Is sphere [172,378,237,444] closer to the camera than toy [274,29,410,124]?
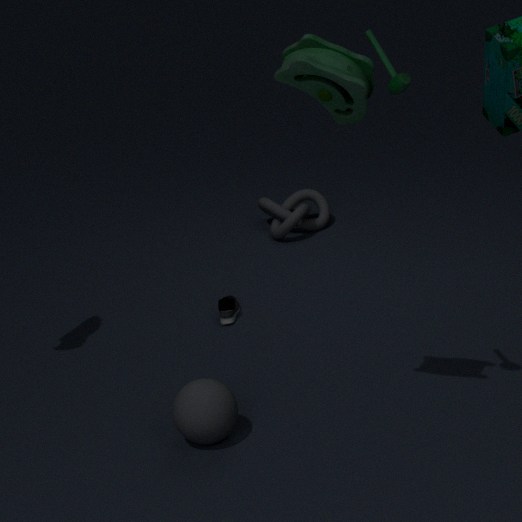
No
